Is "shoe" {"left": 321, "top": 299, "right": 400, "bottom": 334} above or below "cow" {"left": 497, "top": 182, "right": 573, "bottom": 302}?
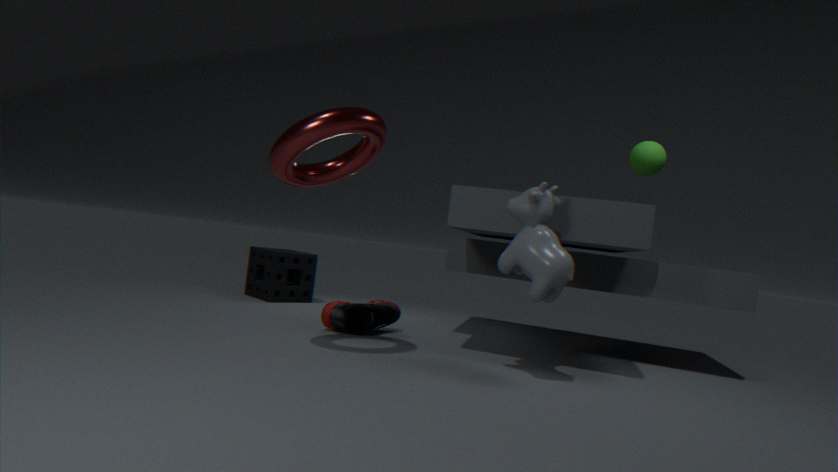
below
